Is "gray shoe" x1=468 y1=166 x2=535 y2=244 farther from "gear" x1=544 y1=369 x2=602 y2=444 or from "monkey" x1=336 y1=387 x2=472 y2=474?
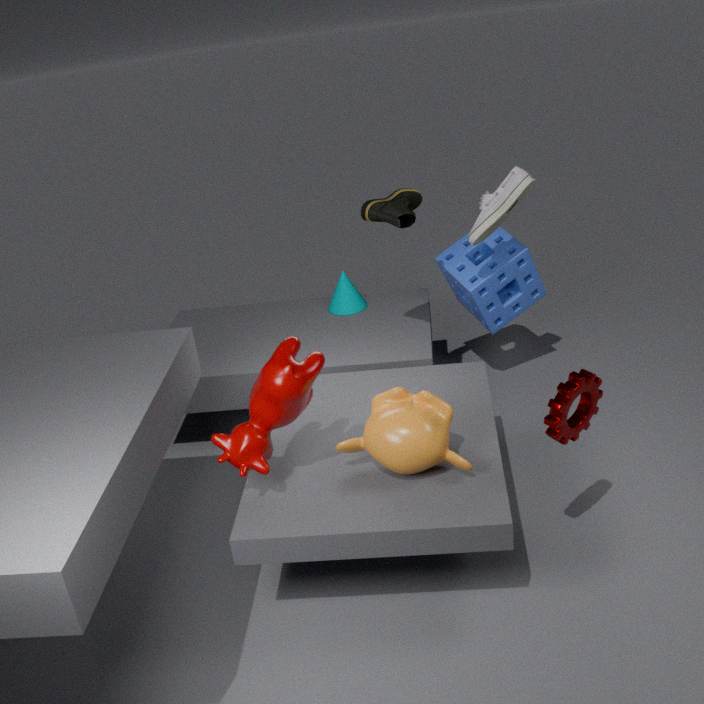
"gear" x1=544 y1=369 x2=602 y2=444
